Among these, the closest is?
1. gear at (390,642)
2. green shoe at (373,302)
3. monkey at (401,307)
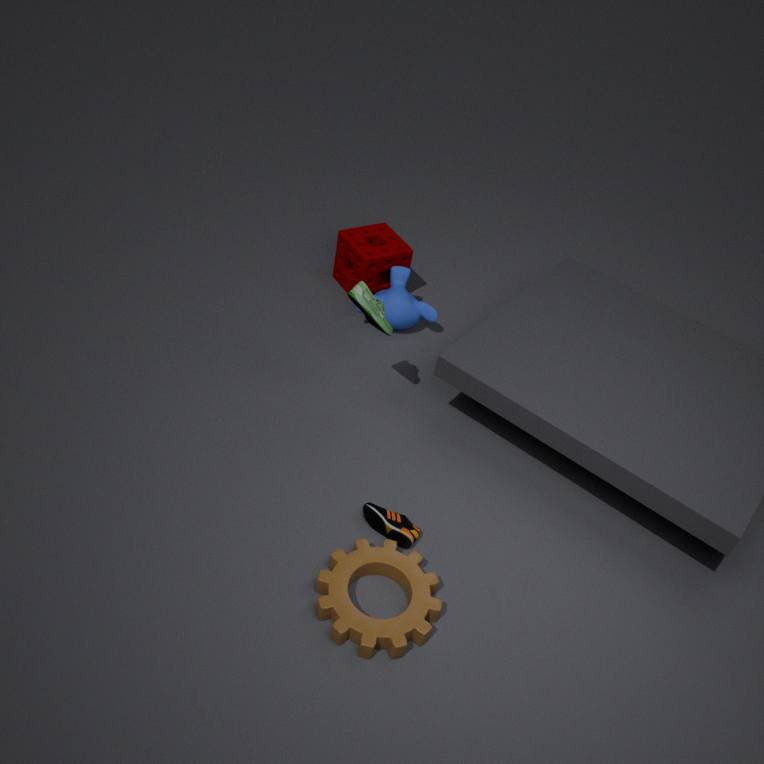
gear at (390,642)
